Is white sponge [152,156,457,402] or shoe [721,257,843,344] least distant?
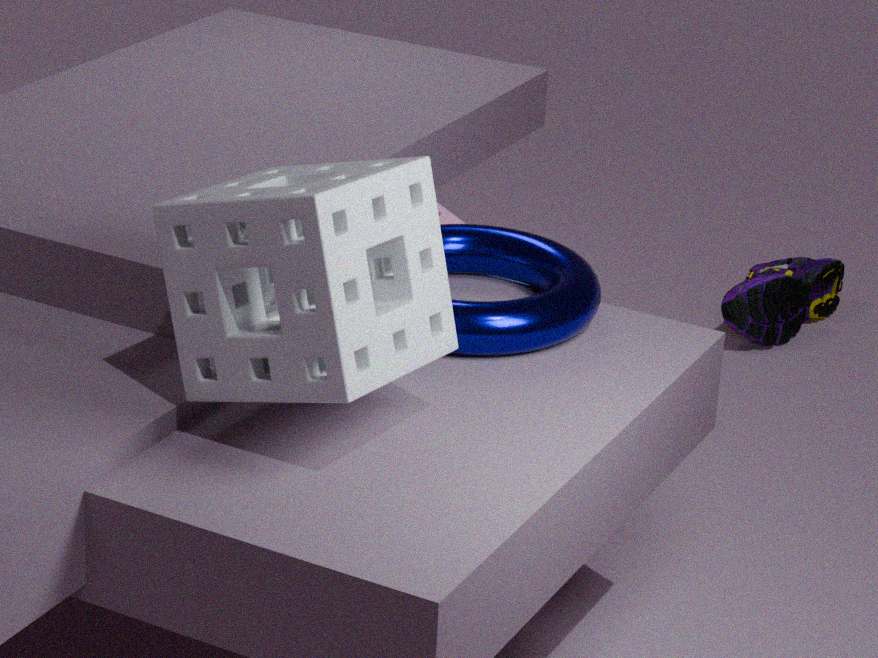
white sponge [152,156,457,402]
